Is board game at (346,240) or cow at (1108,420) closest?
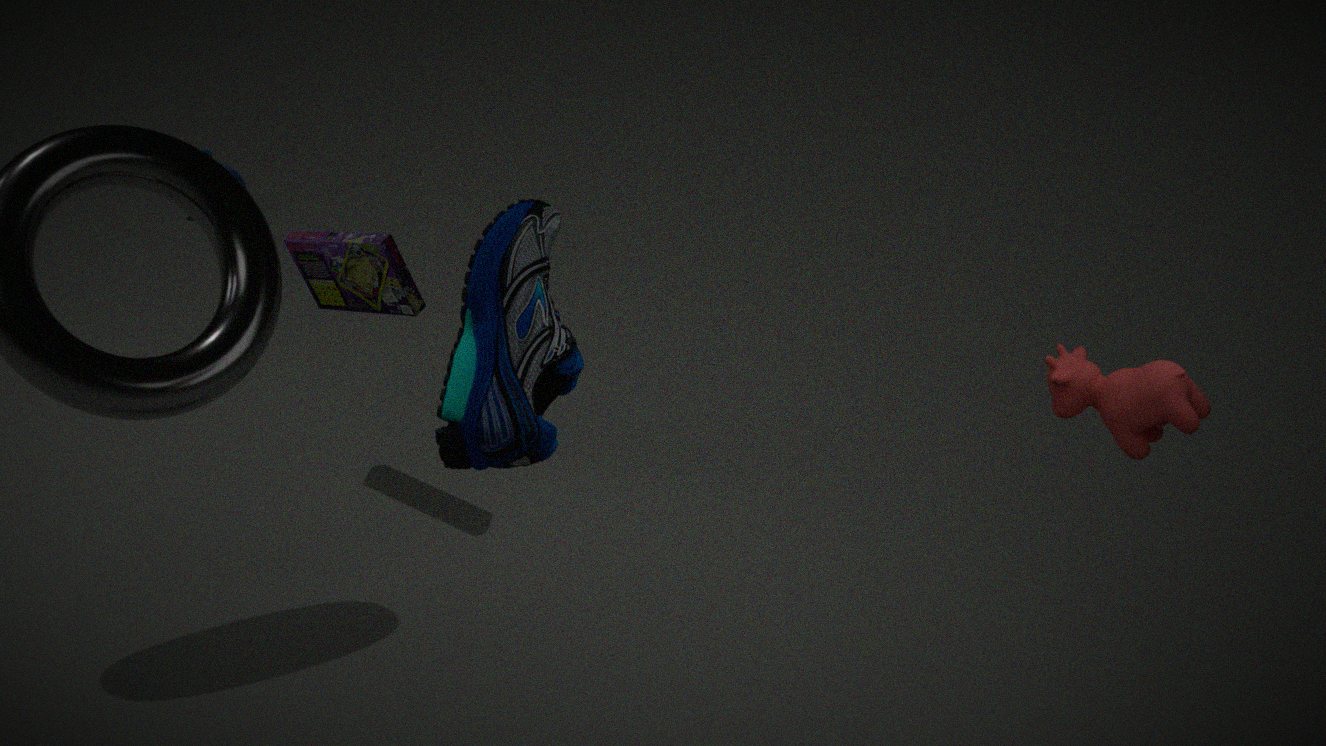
cow at (1108,420)
